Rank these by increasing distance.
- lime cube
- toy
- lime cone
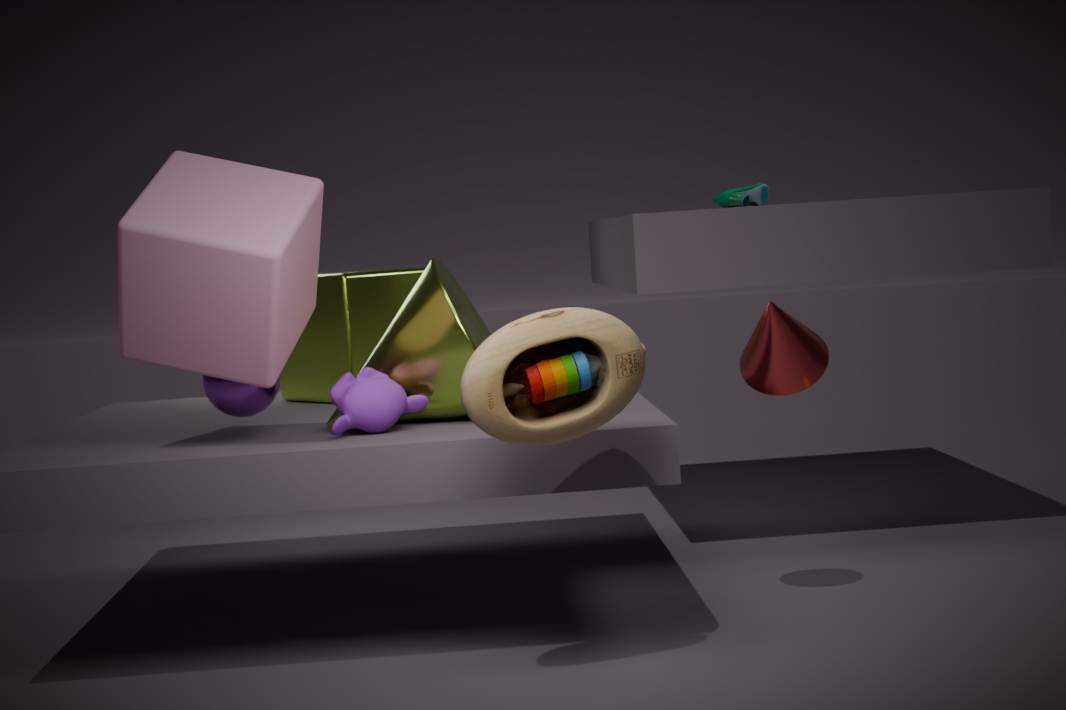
toy
lime cone
lime cube
